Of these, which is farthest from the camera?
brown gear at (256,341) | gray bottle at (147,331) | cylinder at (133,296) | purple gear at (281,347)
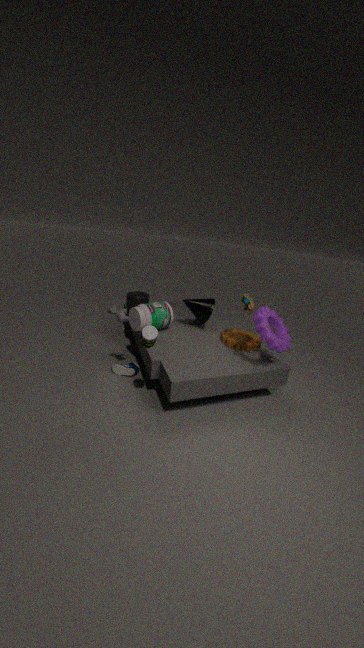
cylinder at (133,296)
